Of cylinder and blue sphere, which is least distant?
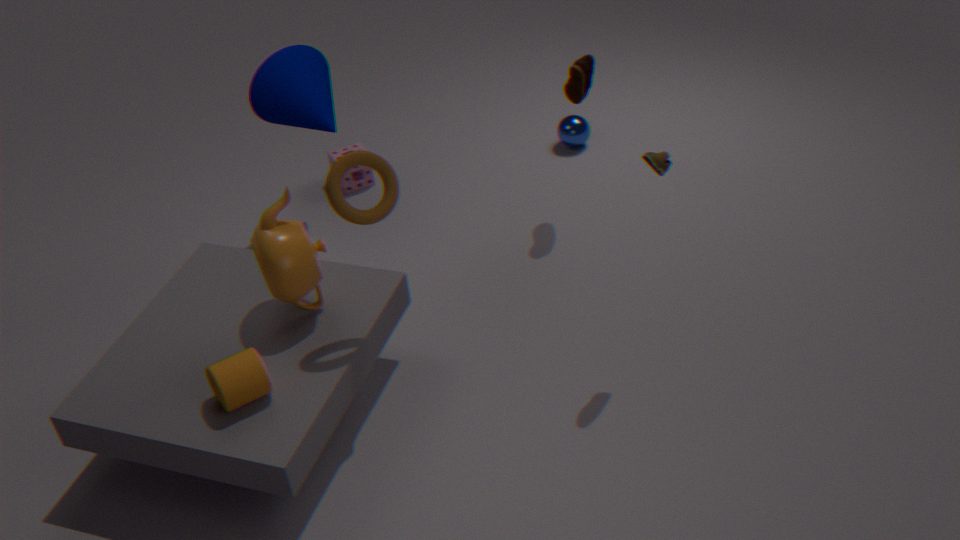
cylinder
